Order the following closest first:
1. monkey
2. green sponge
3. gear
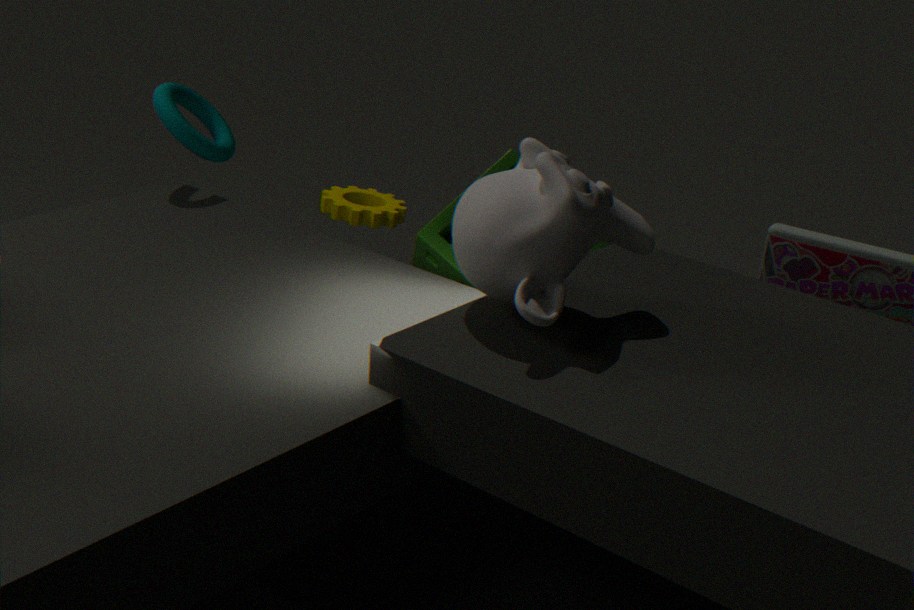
monkey, green sponge, gear
